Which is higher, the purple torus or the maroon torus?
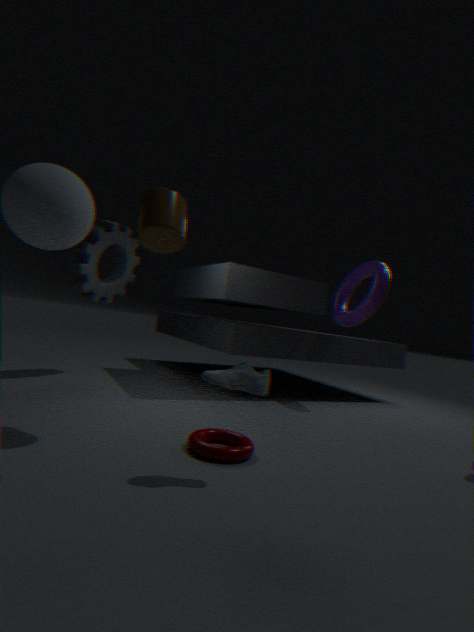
the purple torus
